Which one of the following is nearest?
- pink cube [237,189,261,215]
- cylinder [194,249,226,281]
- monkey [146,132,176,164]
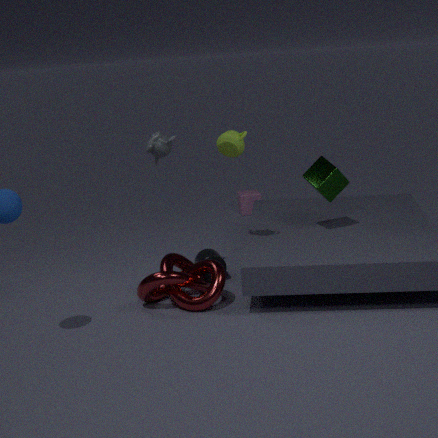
monkey [146,132,176,164]
